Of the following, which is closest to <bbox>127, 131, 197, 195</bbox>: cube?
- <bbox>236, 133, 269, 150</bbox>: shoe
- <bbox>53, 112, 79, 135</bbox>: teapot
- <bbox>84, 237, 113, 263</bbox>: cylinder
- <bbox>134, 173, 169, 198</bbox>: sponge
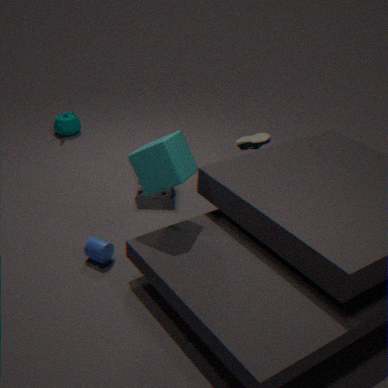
<bbox>84, 237, 113, 263</bbox>: cylinder
